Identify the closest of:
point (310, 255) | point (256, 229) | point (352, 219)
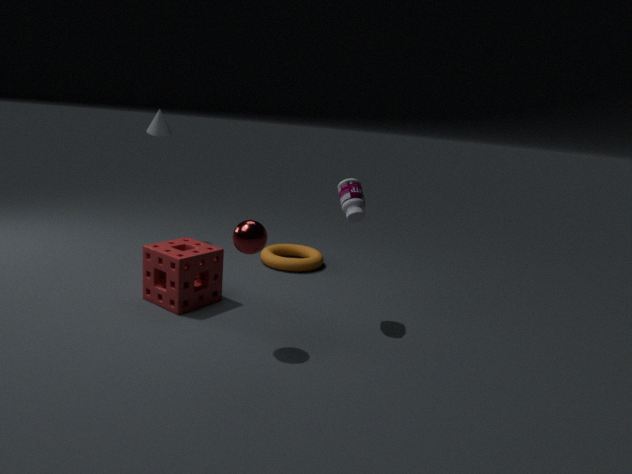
point (256, 229)
